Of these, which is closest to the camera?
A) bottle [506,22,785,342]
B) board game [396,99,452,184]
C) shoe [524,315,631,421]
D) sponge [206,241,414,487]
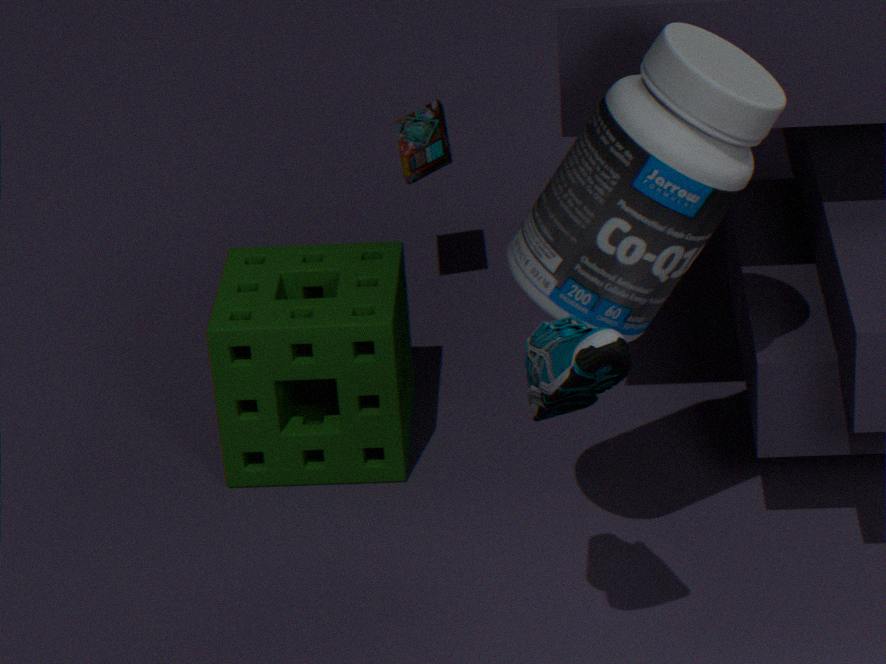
shoe [524,315,631,421]
